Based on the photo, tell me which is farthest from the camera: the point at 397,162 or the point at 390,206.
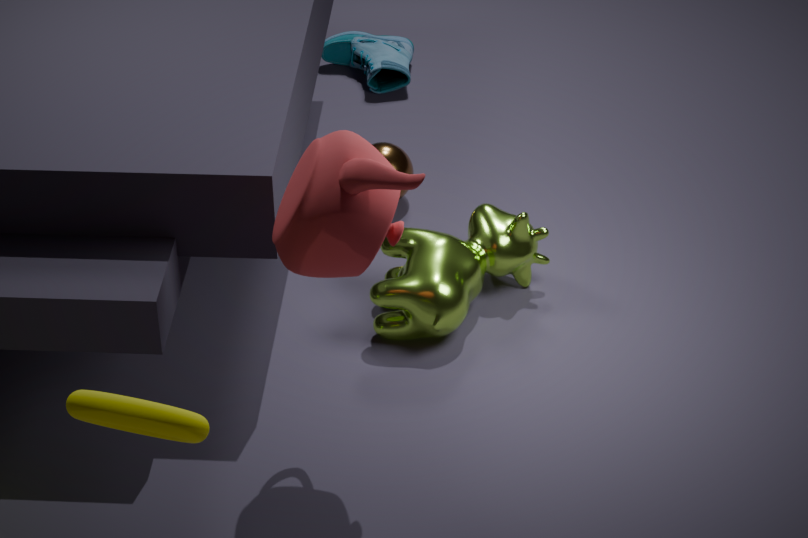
the point at 397,162
